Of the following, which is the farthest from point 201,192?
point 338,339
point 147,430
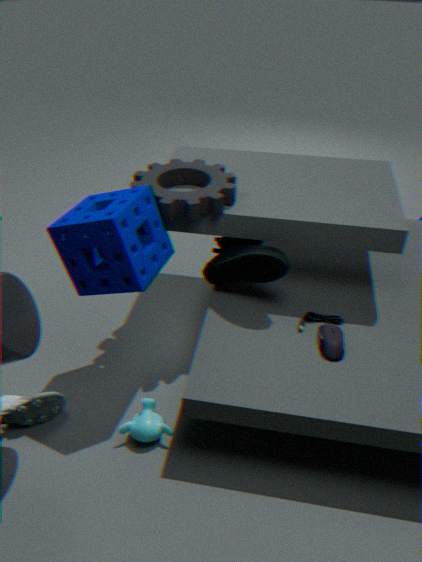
point 147,430
